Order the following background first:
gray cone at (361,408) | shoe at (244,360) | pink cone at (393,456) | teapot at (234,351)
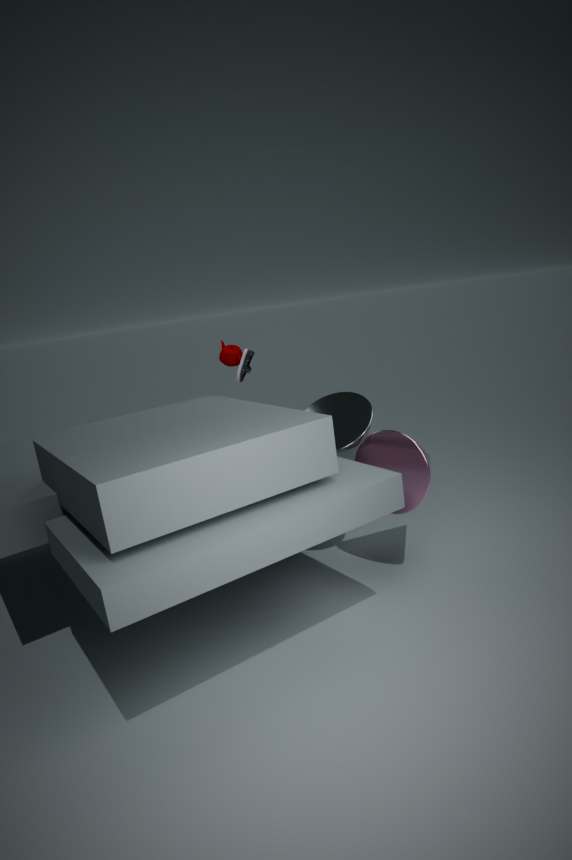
teapot at (234,351), shoe at (244,360), gray cone at (361,408), pink cone at (393,456)
